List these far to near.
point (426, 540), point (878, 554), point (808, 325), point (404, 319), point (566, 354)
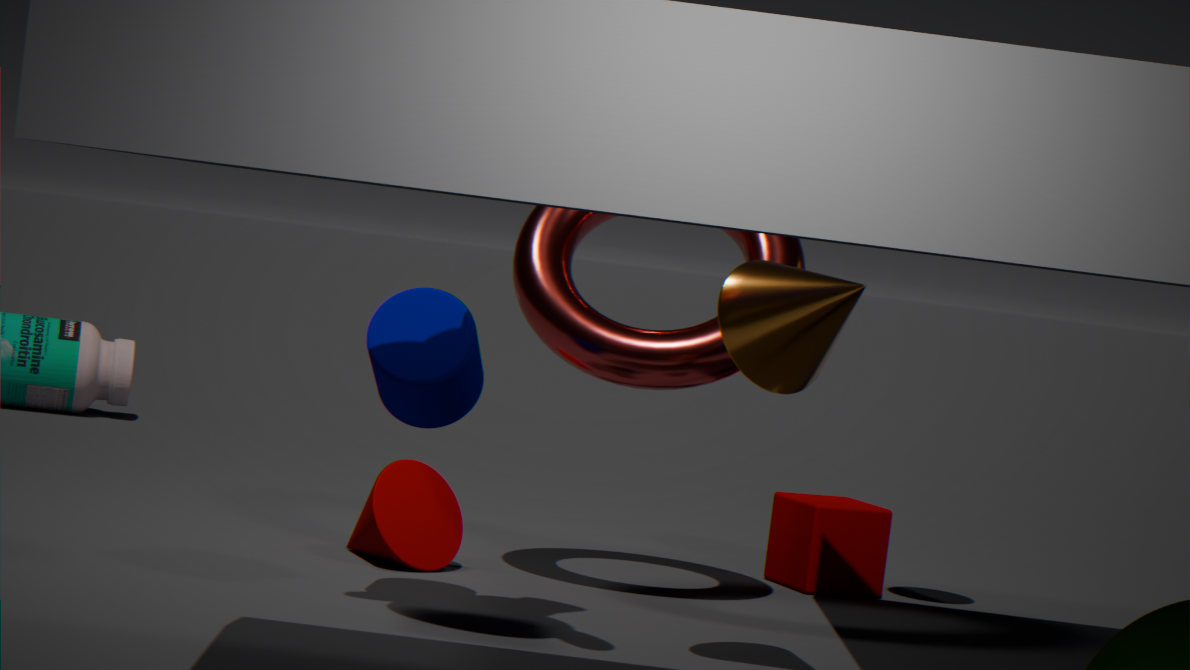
point (878, 554) → point (426, 540) → point (566, 354) → point (404, 319) → point (808, 325)
